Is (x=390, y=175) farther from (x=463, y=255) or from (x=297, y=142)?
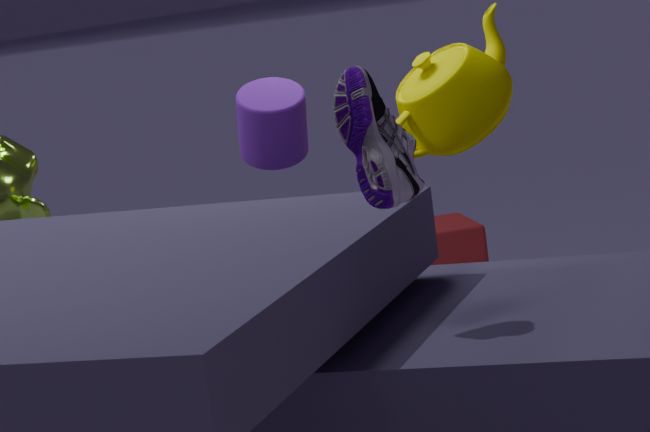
(x=463, y=255)
